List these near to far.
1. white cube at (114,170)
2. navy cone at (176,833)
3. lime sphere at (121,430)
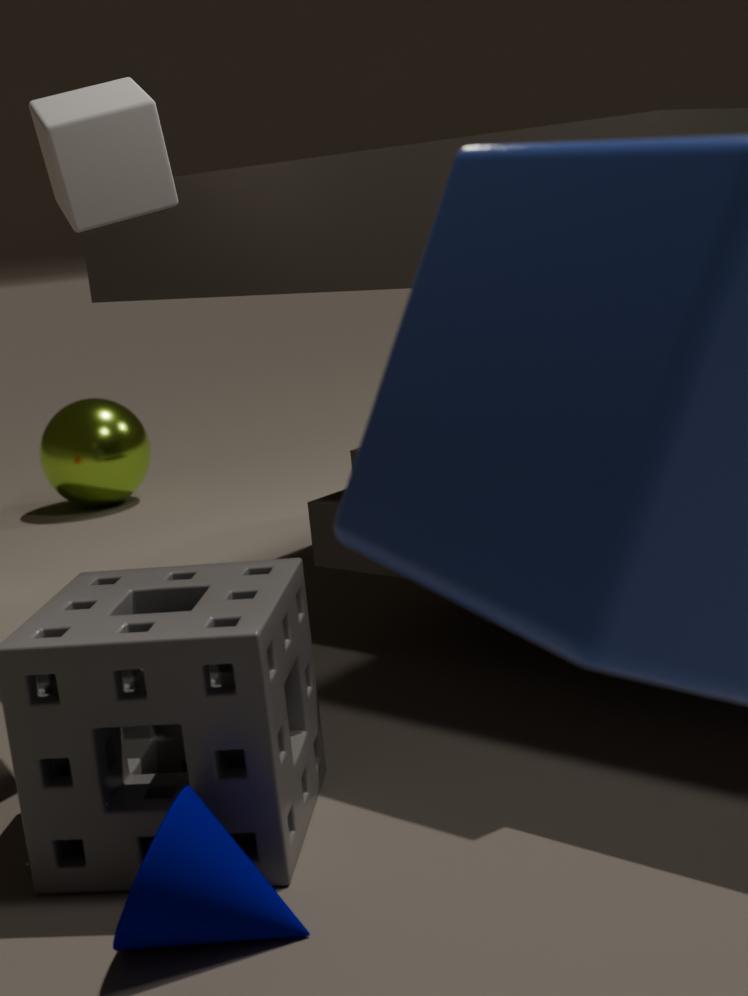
navy cone at (176,833)
white cube at (114,170)
lime sphere at (121,430)
